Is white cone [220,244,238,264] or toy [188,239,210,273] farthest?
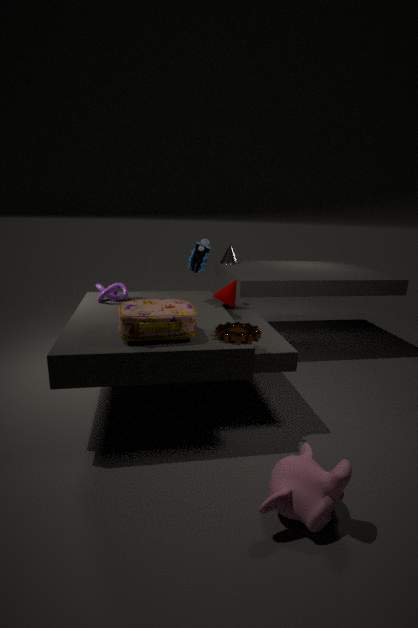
white cone [220,244,238,264]
